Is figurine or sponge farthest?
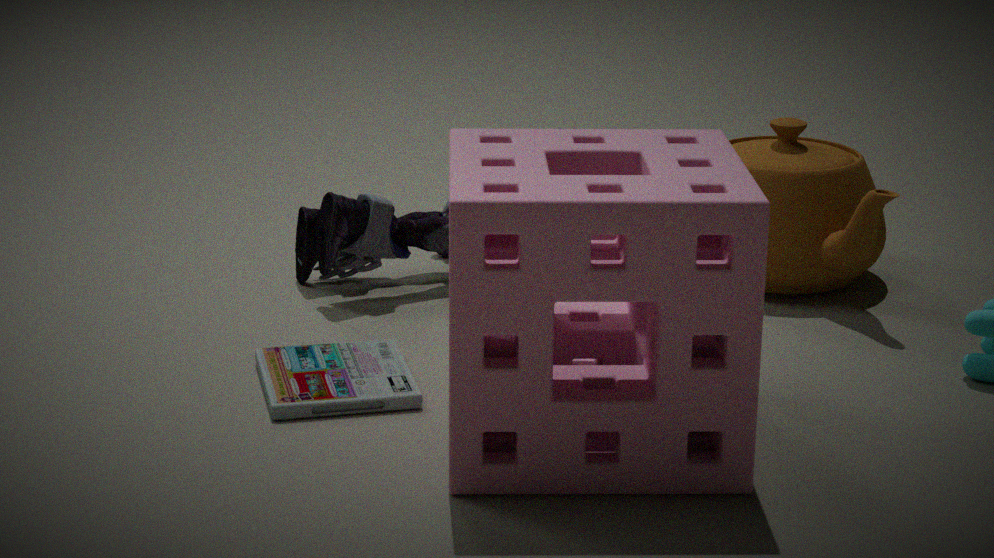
figurine
